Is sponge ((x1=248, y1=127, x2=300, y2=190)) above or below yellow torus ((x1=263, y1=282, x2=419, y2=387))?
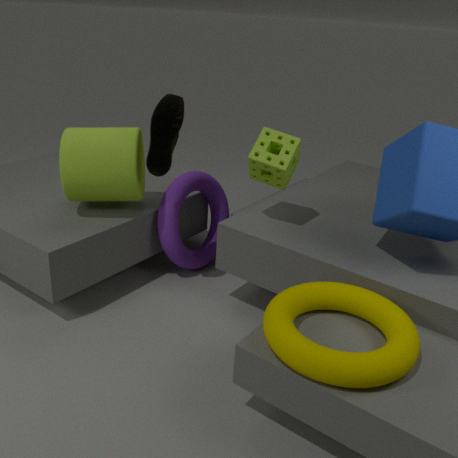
above
